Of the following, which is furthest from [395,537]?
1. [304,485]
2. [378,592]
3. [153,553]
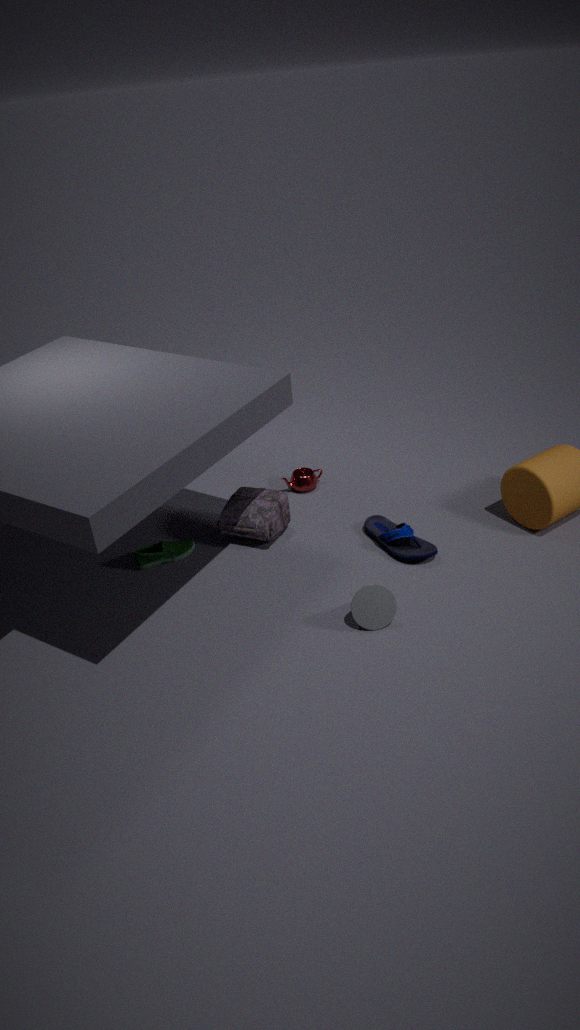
[153,553]
